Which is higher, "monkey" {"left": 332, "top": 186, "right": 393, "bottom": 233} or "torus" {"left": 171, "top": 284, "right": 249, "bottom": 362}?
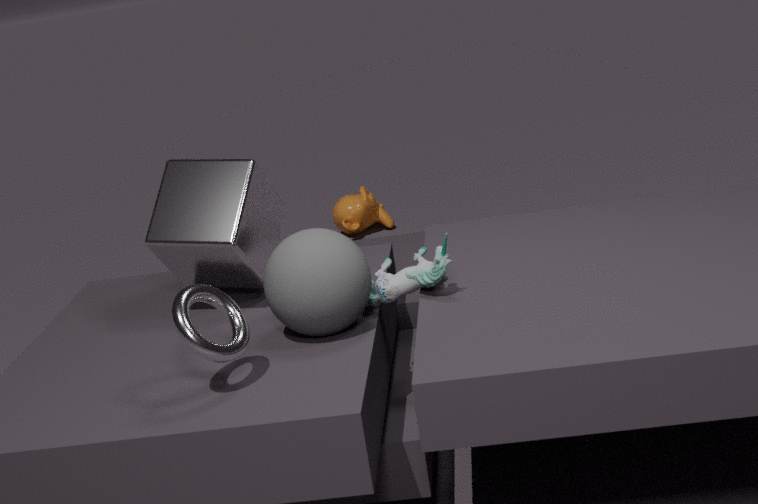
"torus" {"left": 171, "top": 284, "right": 249, "bottom": 362}
